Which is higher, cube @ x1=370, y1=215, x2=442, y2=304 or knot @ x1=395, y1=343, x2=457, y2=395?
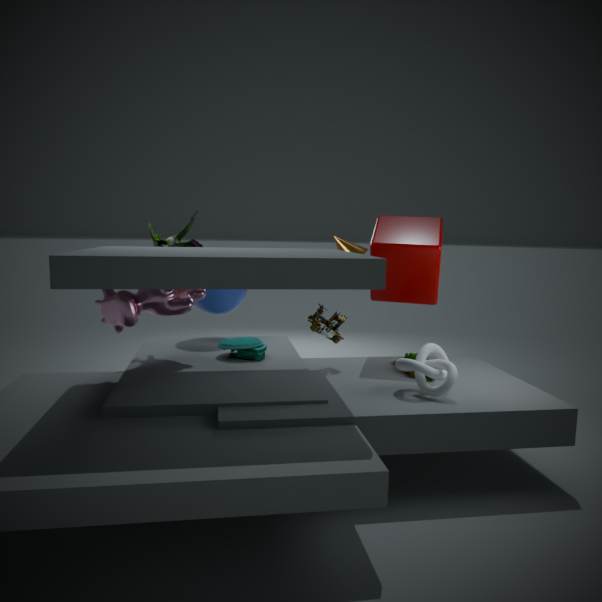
cube @ x1=370, y1=215, x2=442, y2=304
